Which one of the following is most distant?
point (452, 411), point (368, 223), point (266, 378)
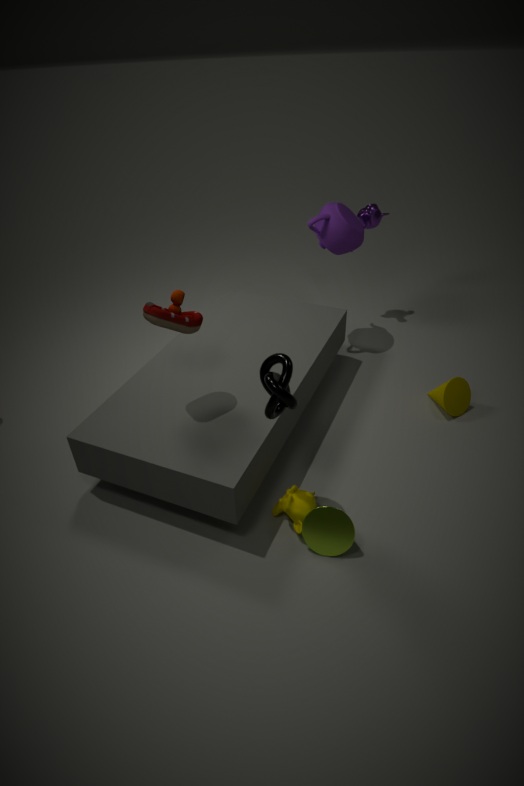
point (368, 223)
